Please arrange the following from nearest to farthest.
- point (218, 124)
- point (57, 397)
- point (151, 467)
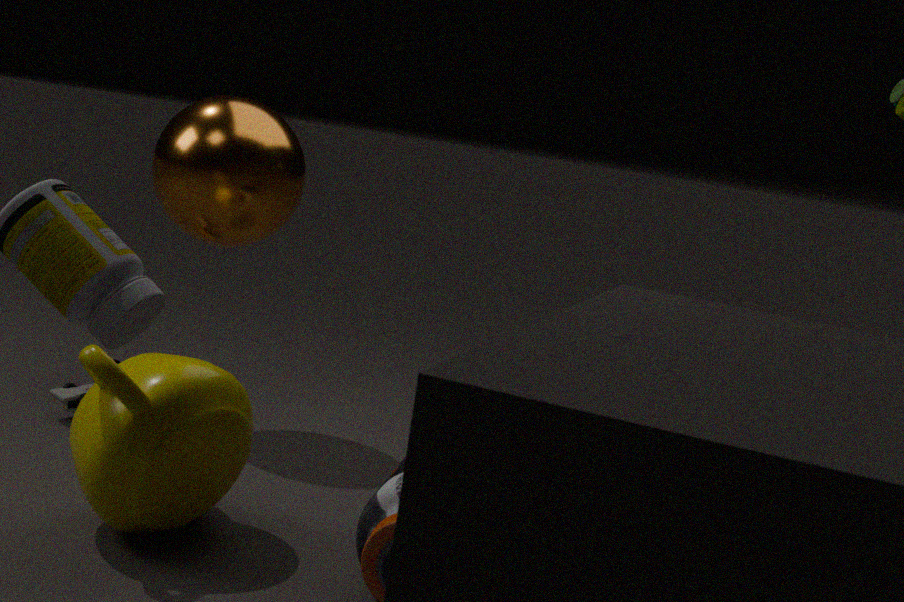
point (151, 467) < point (57, 397) < point (218, 124)
